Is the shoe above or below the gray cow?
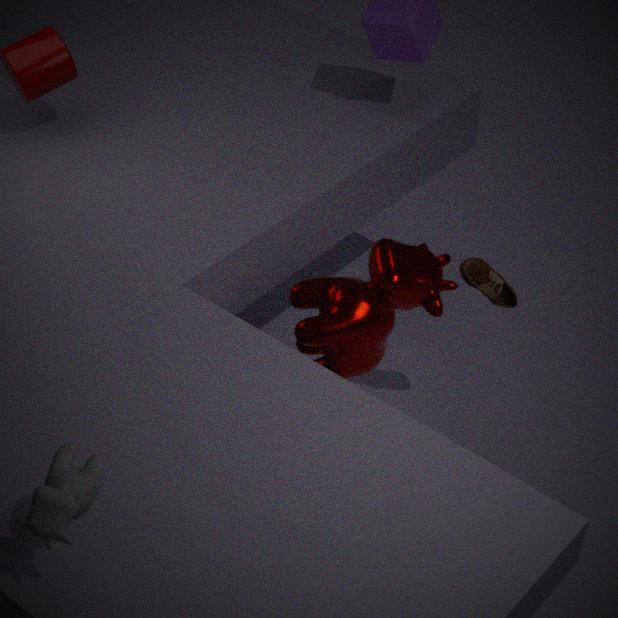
below
